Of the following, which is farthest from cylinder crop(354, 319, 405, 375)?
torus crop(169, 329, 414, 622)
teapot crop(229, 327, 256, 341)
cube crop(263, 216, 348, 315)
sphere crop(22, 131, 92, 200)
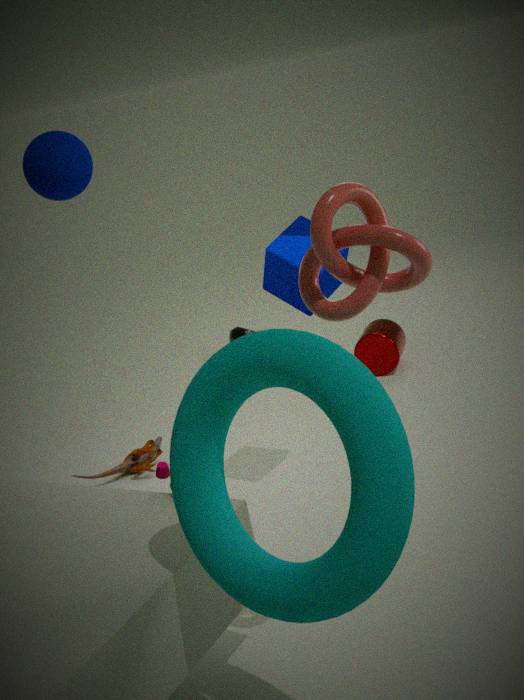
torus crop(169, 329, 414, 622)
